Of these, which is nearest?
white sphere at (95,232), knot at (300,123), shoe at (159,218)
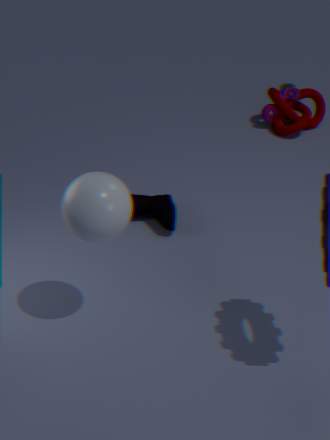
white sphere at (95,232)
